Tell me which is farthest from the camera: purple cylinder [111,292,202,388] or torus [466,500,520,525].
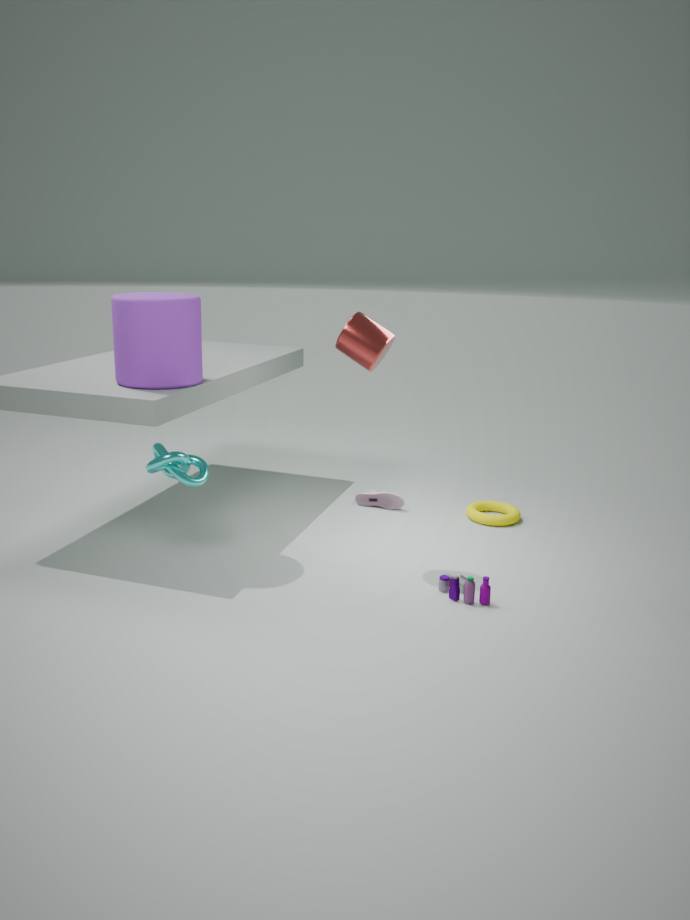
torus [466,500,520,525]
